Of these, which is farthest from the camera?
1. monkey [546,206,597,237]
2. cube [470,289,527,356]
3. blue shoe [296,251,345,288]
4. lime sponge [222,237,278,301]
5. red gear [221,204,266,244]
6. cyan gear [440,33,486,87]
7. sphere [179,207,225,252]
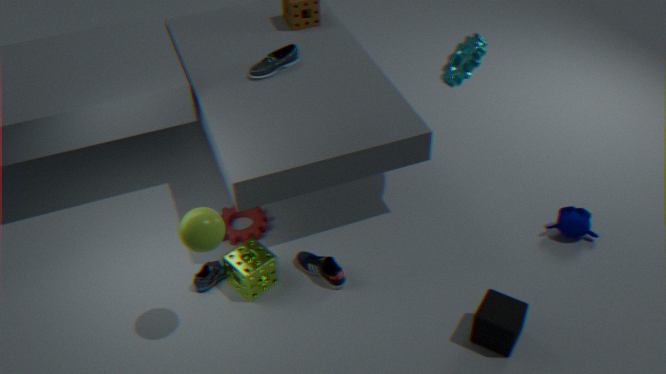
red gear [221,204,266,244]
